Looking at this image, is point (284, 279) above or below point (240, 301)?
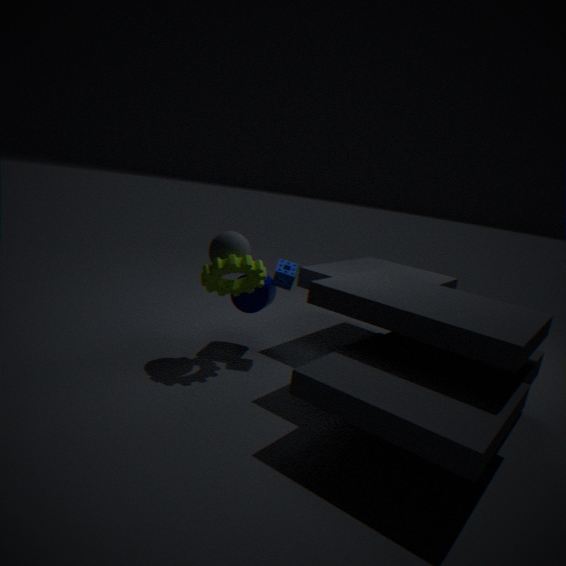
above
